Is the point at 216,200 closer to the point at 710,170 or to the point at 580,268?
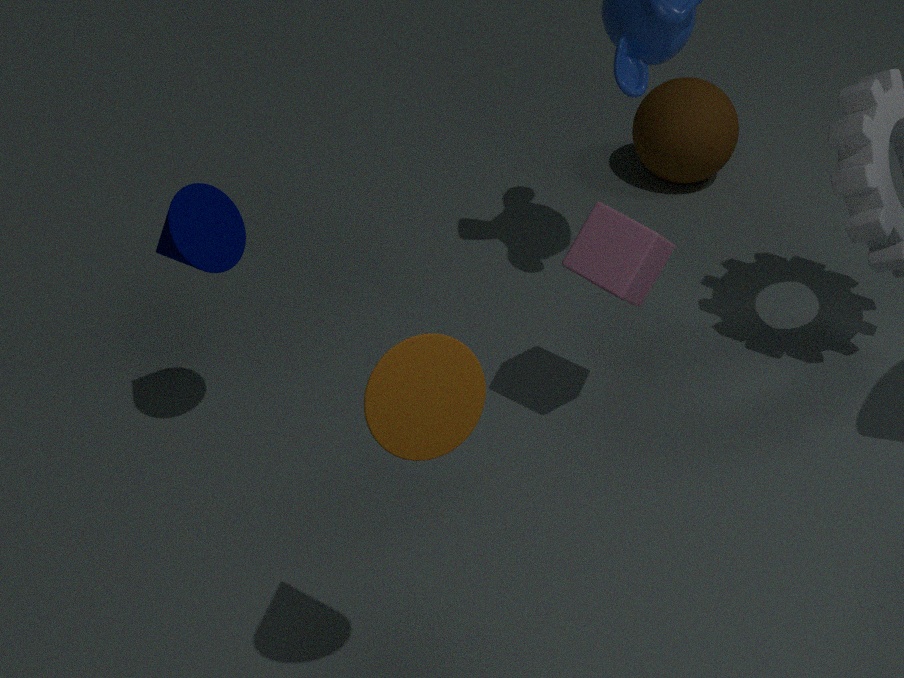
the point at 580,268
